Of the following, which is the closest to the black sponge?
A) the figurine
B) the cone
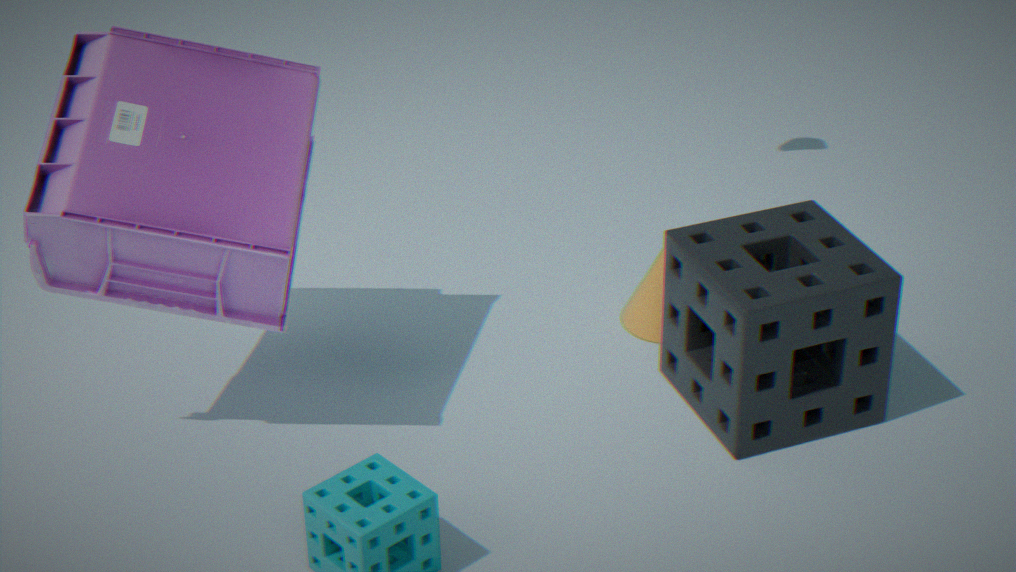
the cone
